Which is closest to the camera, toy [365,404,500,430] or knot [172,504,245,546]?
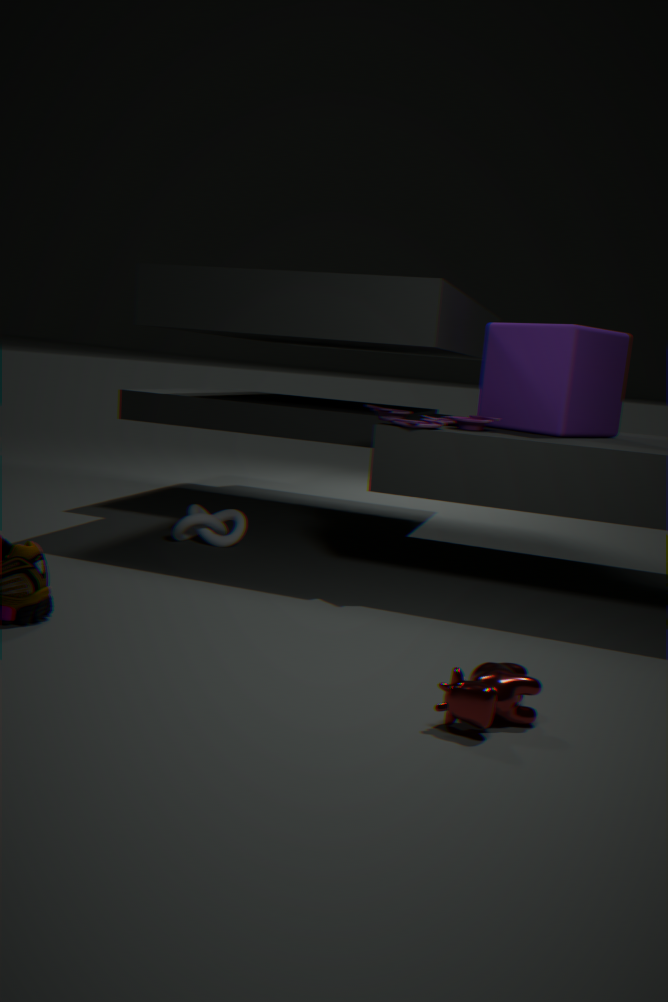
toy [365,404,500,430]
